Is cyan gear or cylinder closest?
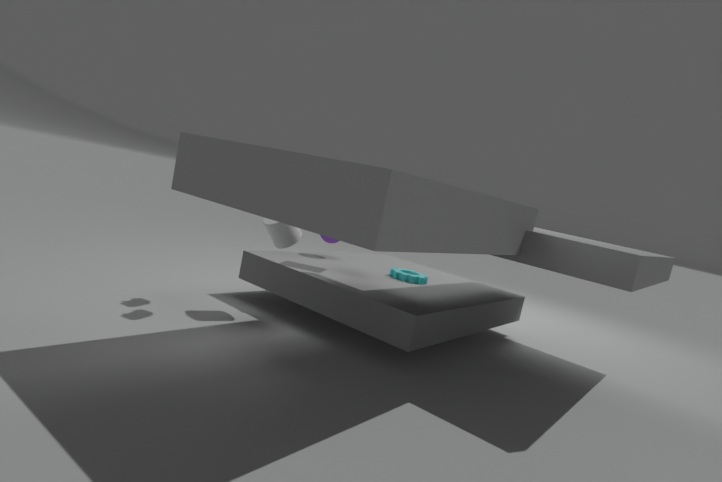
cylinder
